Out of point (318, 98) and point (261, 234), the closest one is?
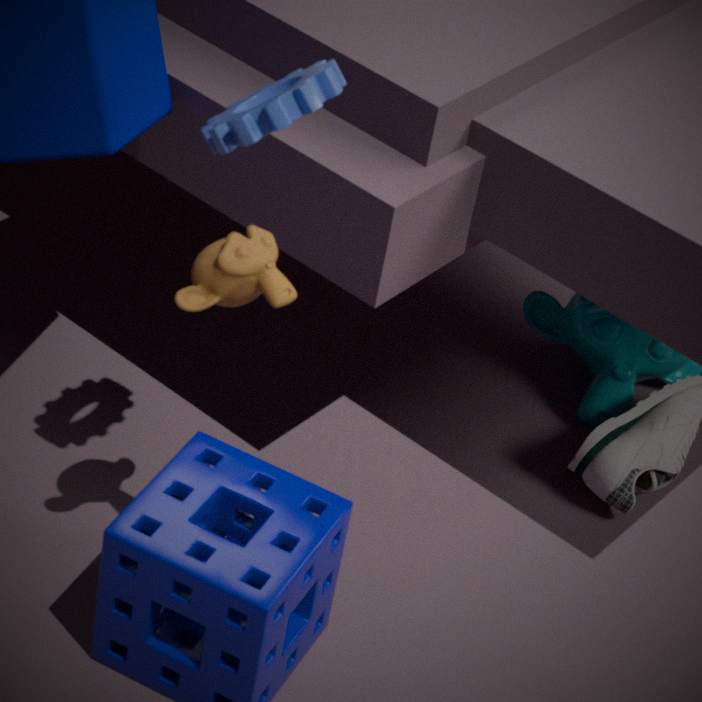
point (318, 98)
